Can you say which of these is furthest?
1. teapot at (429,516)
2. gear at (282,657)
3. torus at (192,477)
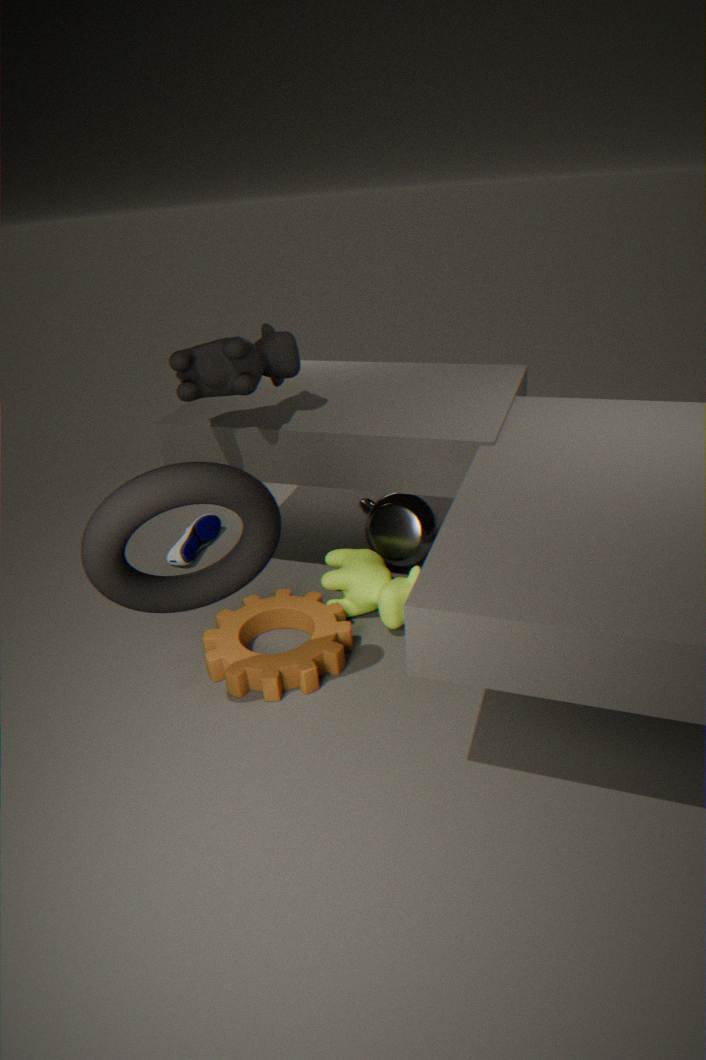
teapot at (429,516)
